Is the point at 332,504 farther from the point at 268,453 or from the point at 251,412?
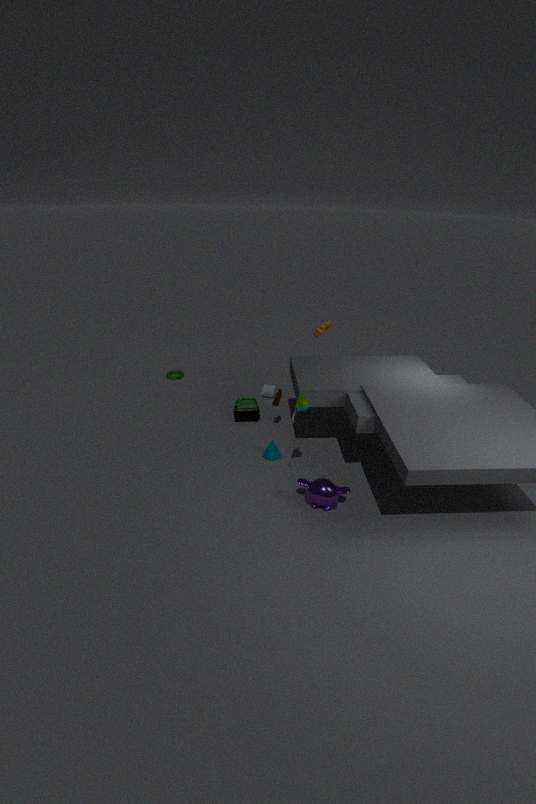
the point at 251,412
